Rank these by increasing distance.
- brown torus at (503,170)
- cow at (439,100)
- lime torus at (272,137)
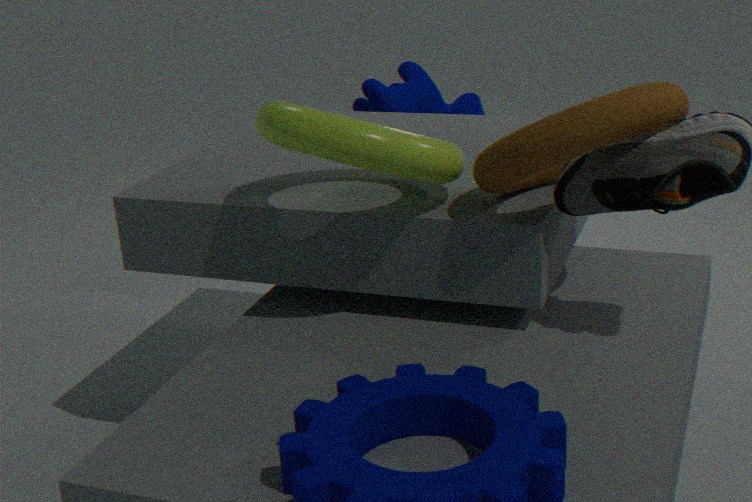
brown torus at (503,170), lime torus at (272,137), cow at (439,100)
